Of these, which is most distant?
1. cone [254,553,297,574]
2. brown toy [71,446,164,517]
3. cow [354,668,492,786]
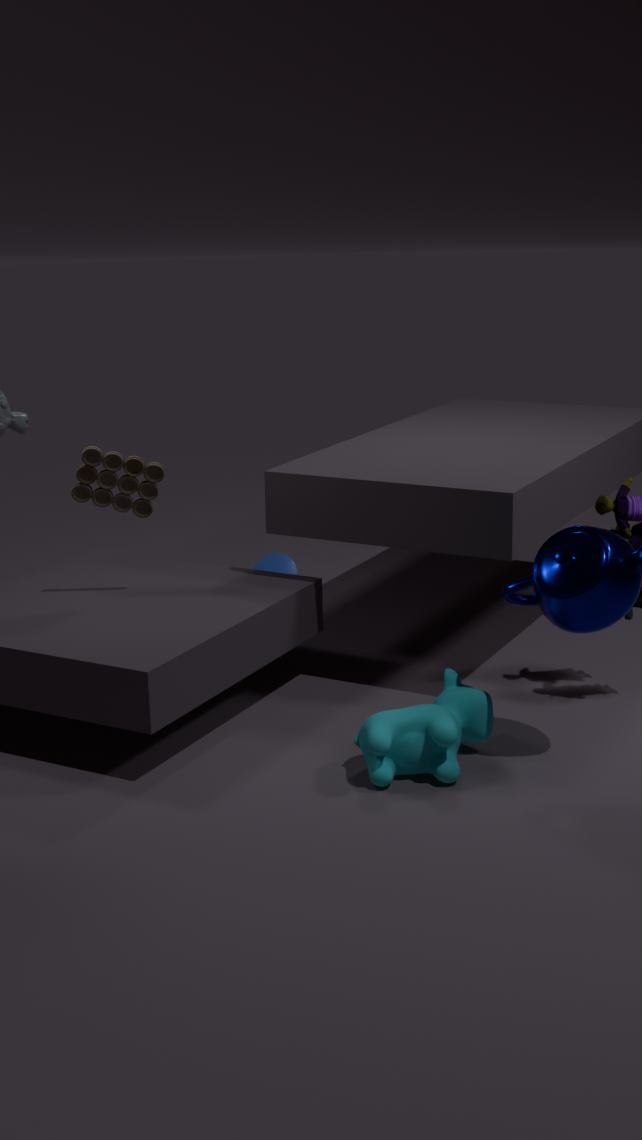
cone [254,553,297,574]
